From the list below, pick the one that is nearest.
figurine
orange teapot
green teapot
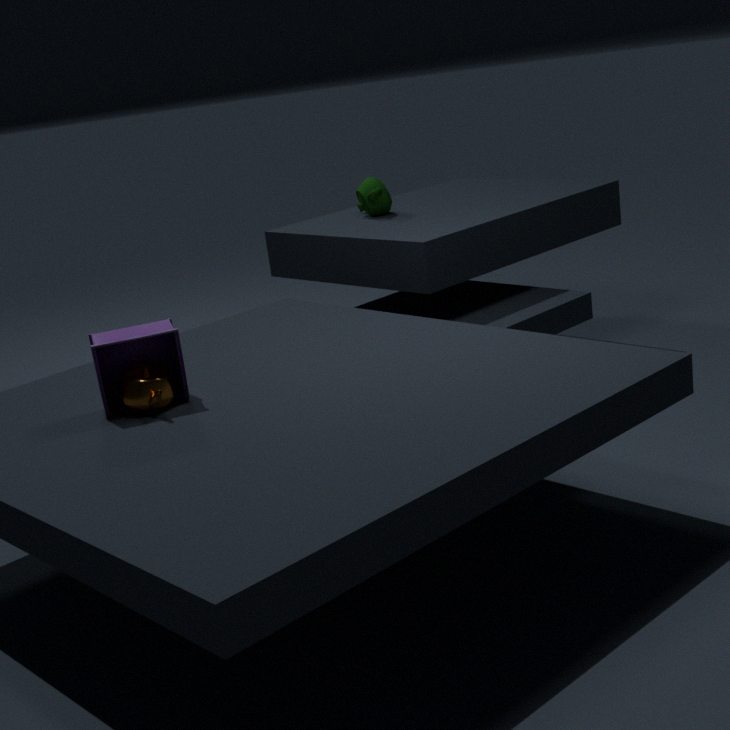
orange teapot
